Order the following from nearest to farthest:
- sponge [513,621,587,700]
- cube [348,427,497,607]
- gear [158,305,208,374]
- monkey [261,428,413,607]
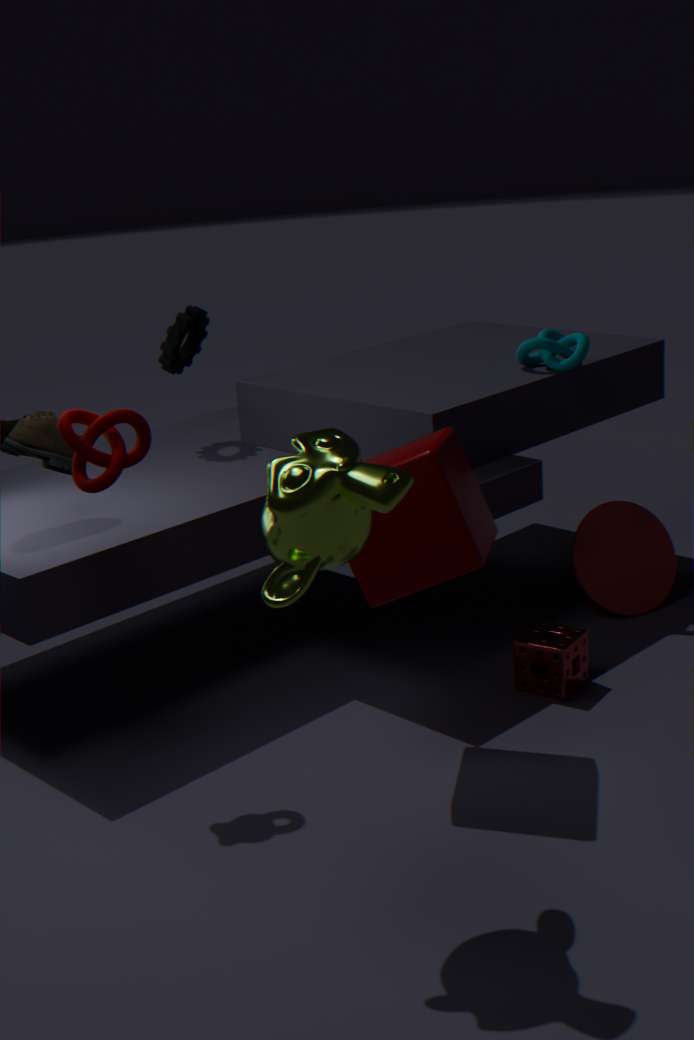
monkey [261,428,413,607]
cube [348,427,497,607]
sponge [513,621,587,700]
gear [158,305,208,374]
